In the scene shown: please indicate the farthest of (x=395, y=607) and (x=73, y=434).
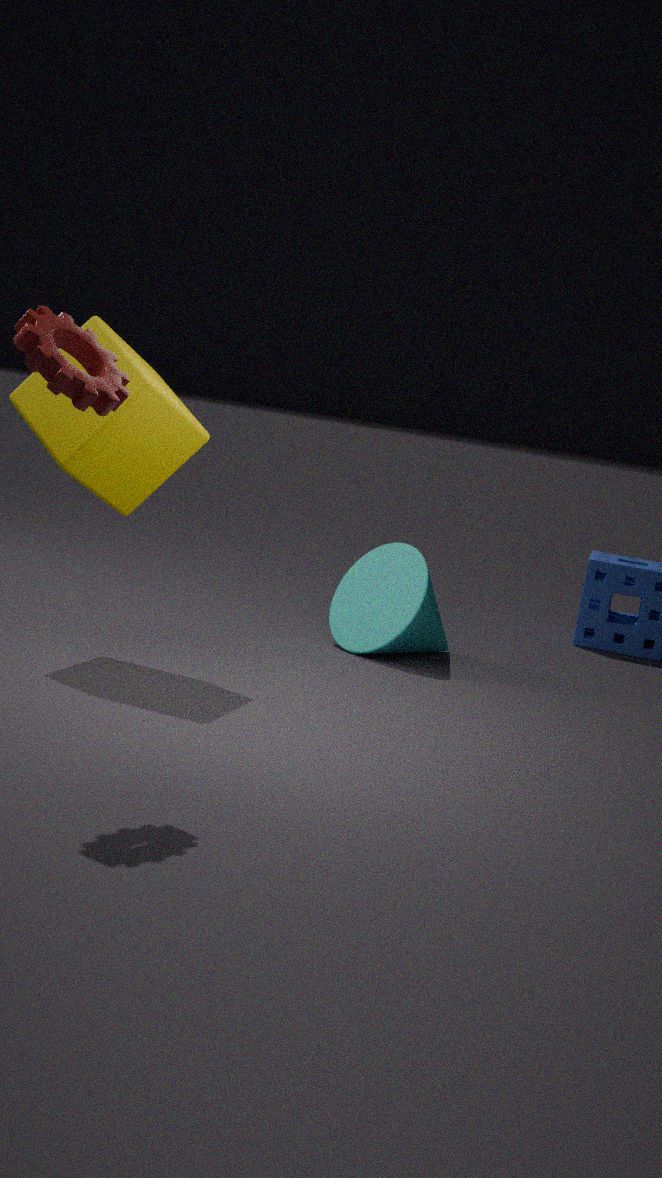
(x=395, y=607)
